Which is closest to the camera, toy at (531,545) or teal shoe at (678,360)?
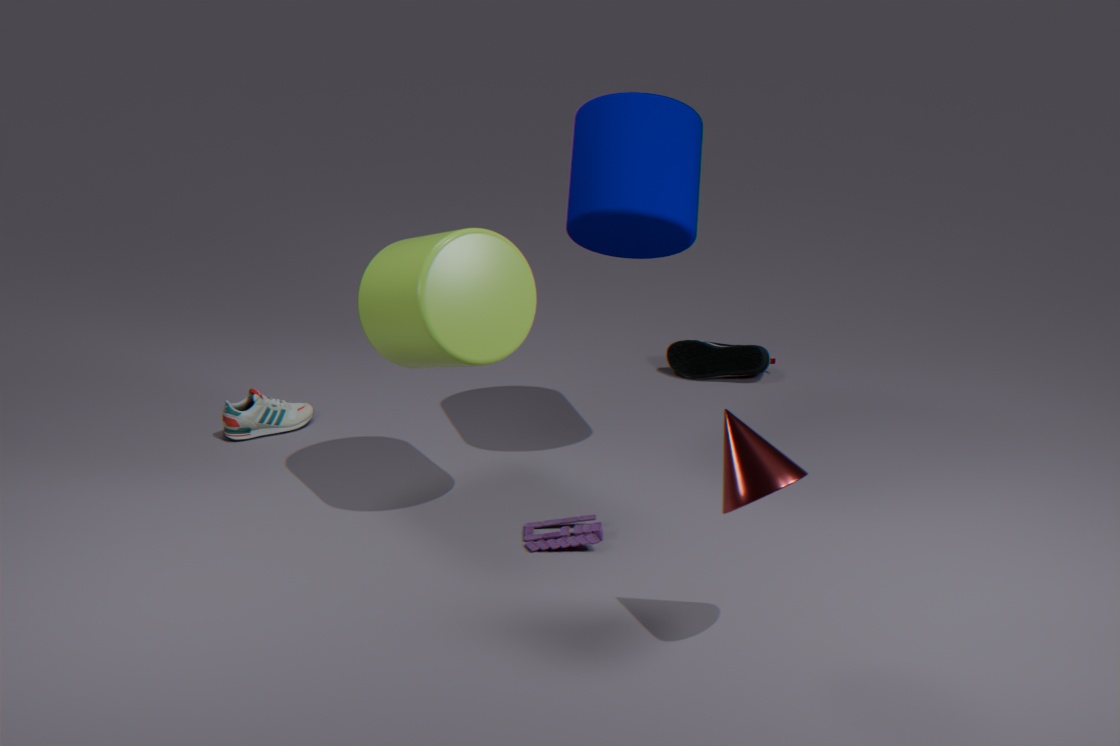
toy at (531,545)
